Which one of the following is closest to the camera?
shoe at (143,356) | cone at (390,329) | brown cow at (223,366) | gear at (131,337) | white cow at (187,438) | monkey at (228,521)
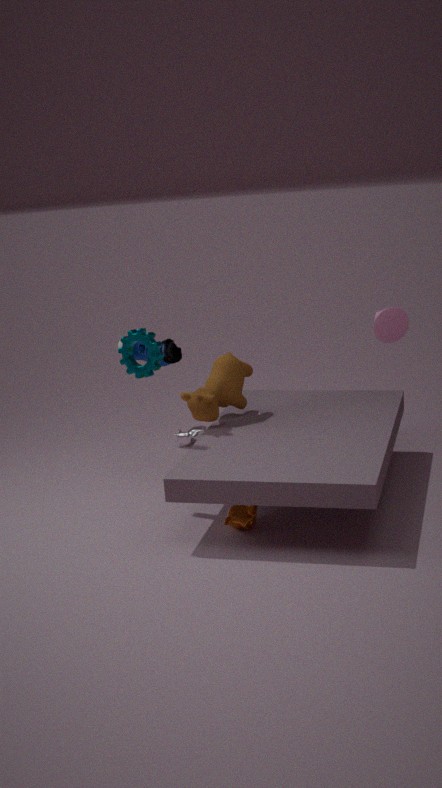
monkey at (228,521)
